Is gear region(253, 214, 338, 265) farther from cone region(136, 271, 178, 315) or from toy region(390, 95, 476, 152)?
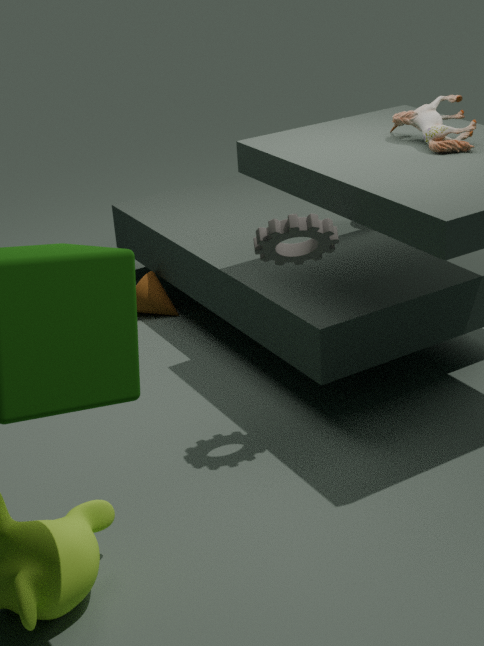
cone region(136, 271, 178, 315)
